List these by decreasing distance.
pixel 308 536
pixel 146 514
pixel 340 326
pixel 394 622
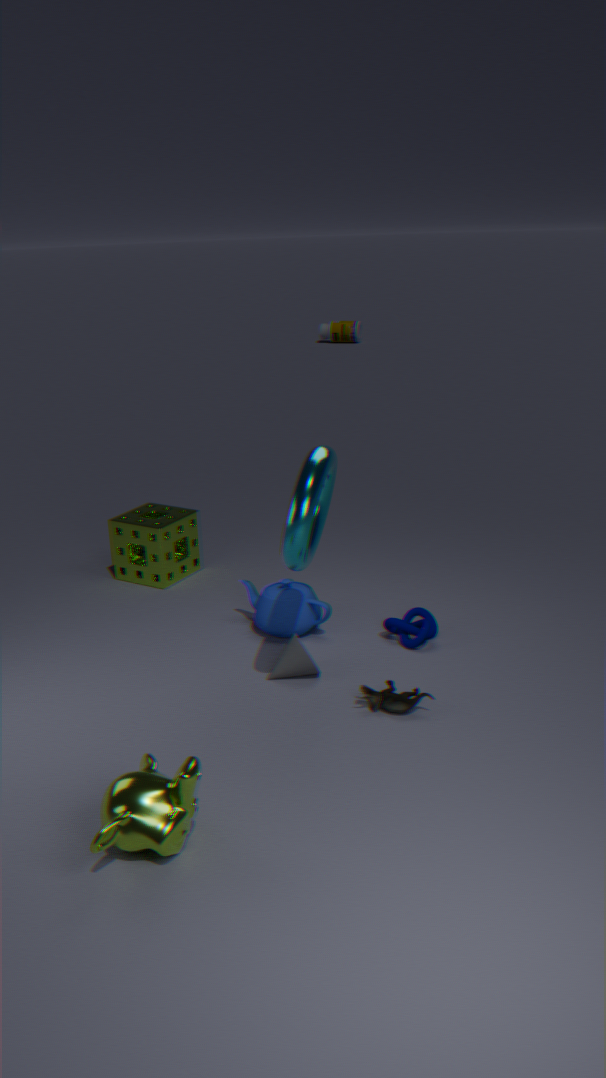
pixel 340 326, pixel 146 514, pixel 394 622, pixel 308 536
